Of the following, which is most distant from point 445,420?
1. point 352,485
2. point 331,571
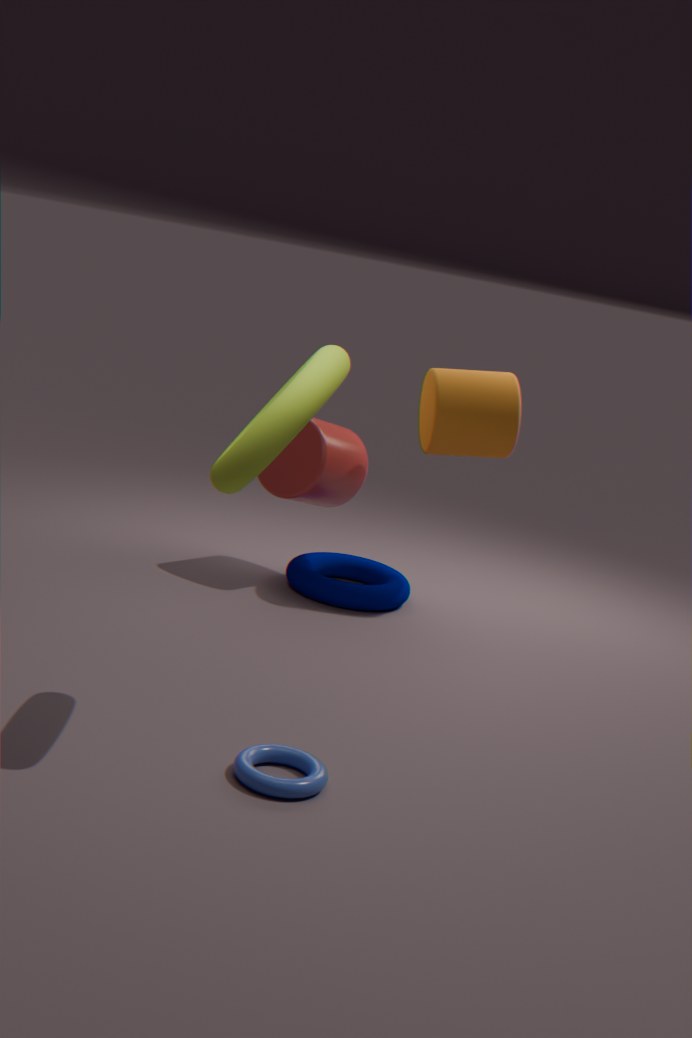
point 331,571
